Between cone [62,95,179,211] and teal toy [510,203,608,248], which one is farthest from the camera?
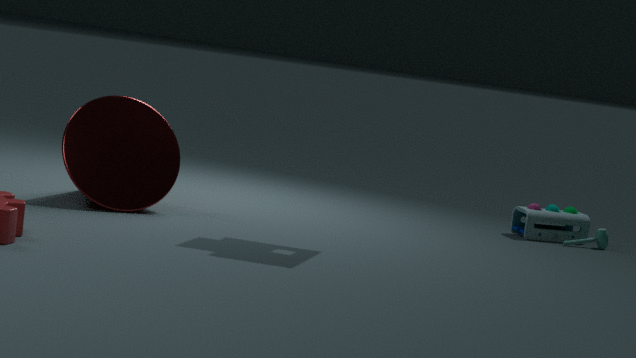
teal toy [510,203,608,248]
